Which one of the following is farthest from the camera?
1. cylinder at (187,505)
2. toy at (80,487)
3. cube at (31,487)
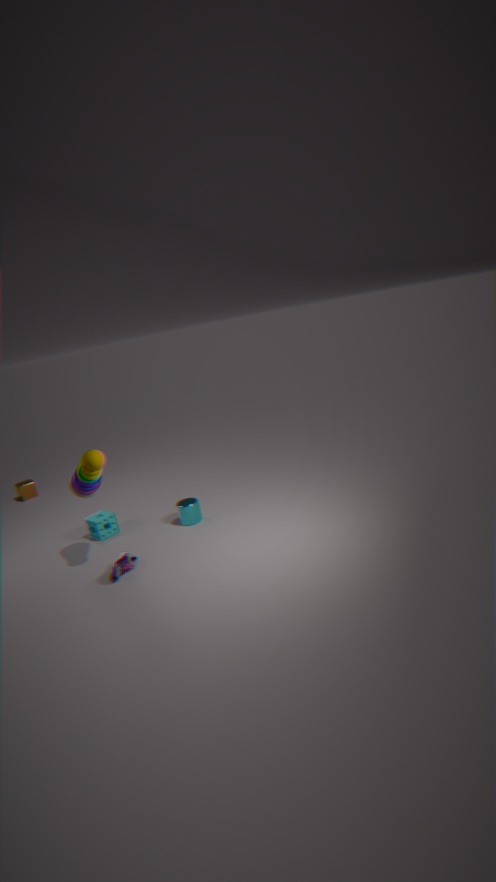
cube at (31,487)
